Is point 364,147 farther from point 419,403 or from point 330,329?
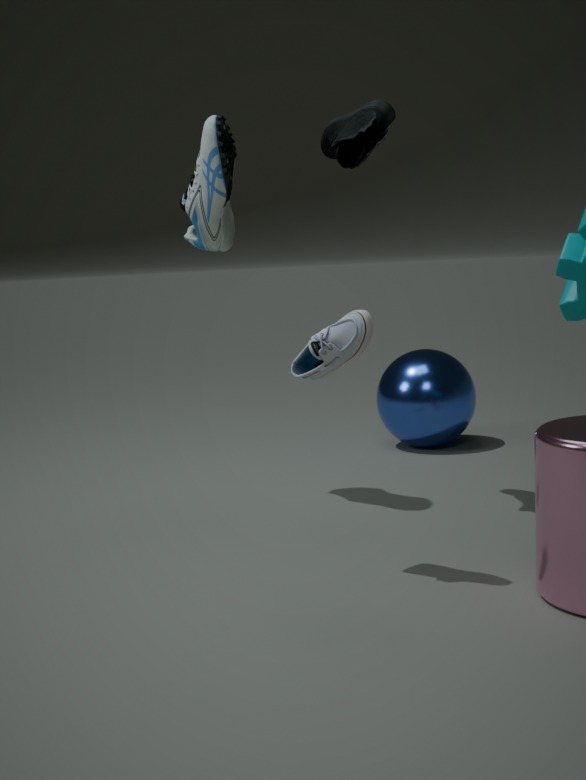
point 419,403
